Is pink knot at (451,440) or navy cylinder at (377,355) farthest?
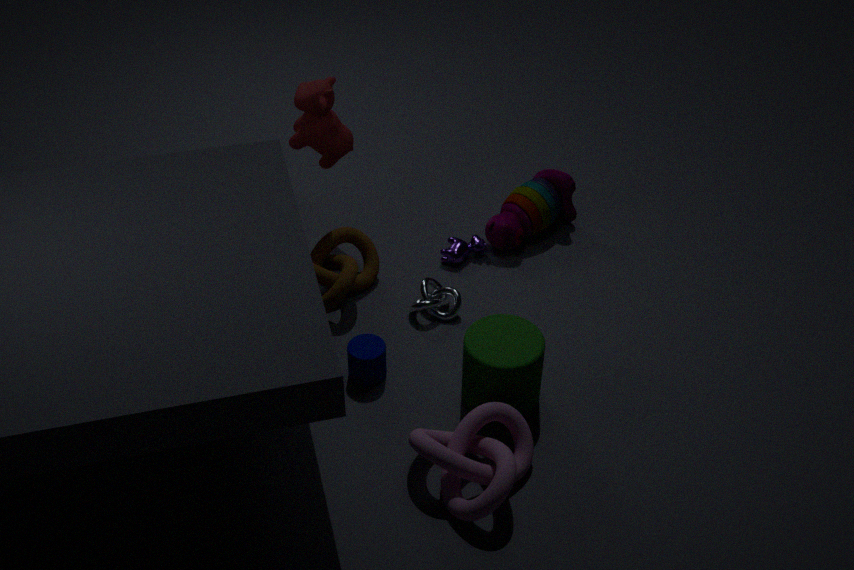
navy cylinder at (377,355)
